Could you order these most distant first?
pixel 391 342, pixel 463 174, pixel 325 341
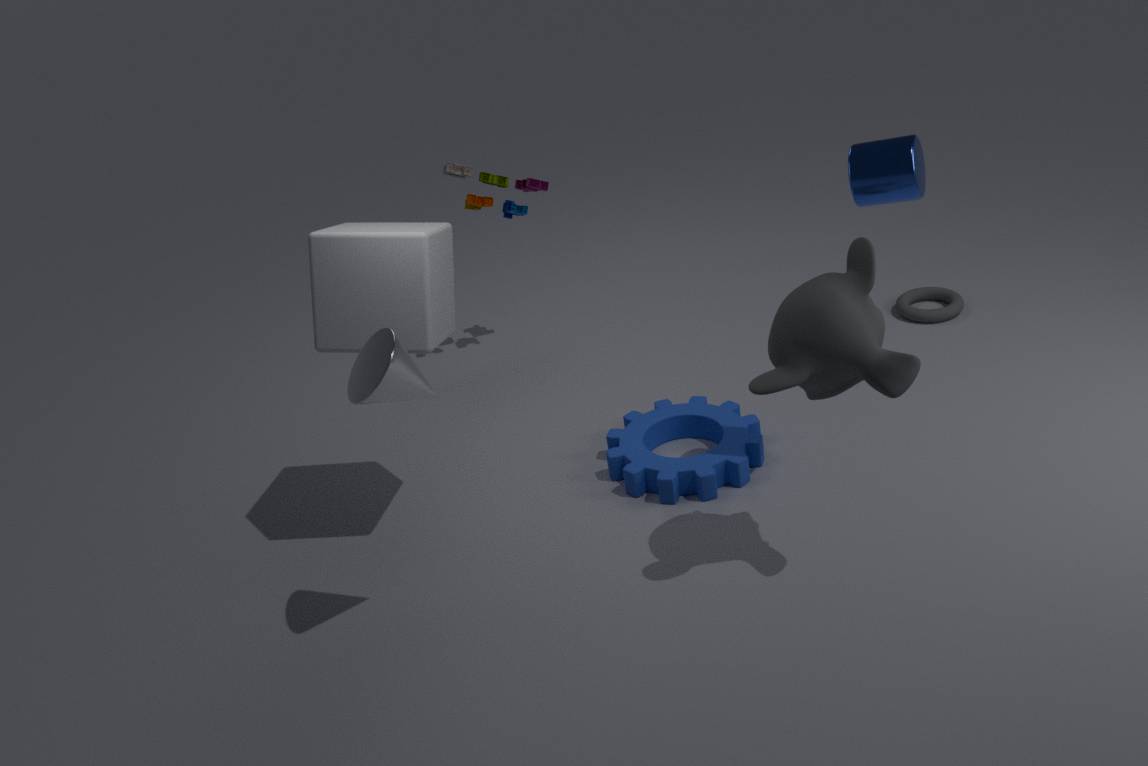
pixel 463 174
pixel 325 341
pixel 391 342
